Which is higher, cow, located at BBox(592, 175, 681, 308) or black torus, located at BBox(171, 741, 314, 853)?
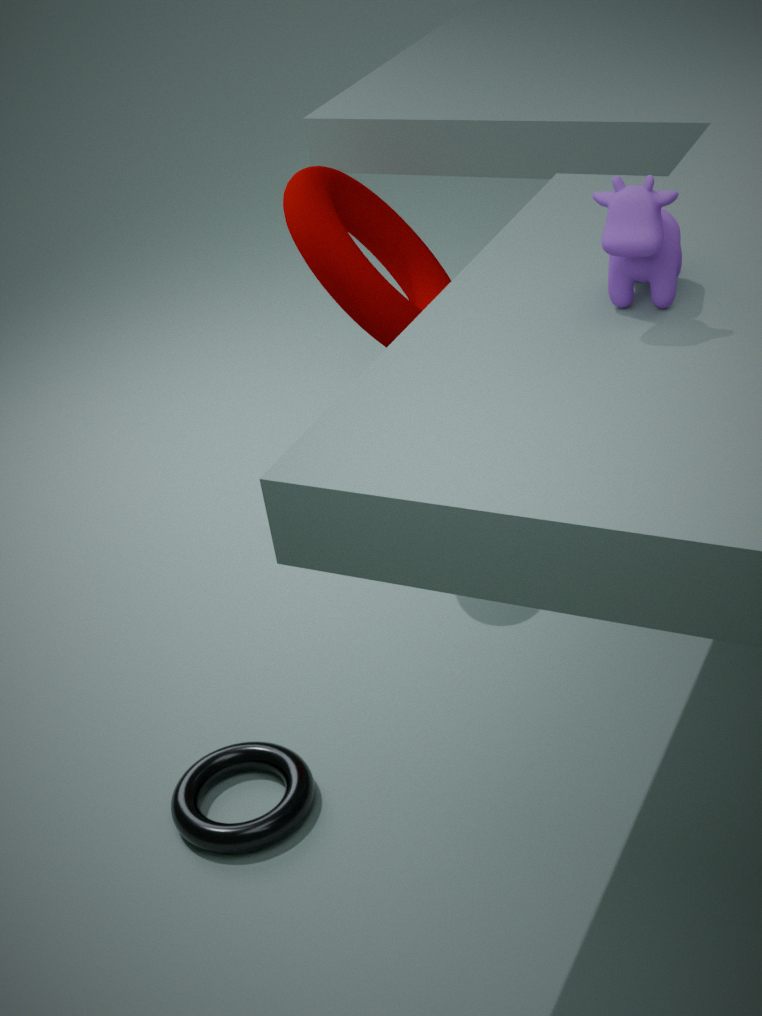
cow, located at BBox(592, 175, 681, 308)
